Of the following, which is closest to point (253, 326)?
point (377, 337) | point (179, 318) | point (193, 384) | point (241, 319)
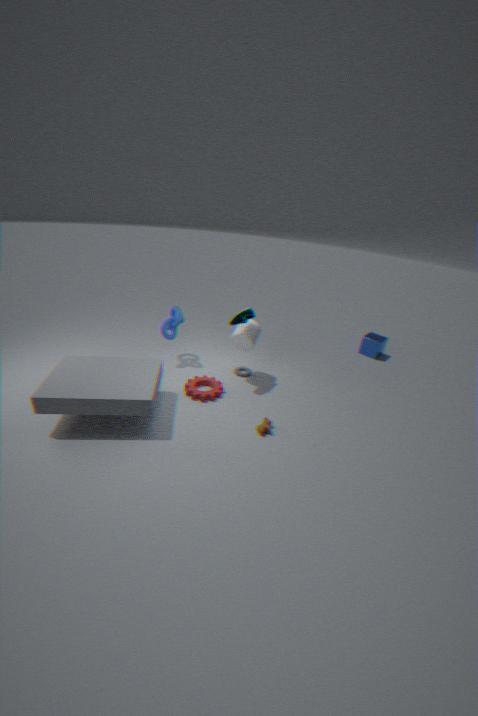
point (241, 319)
